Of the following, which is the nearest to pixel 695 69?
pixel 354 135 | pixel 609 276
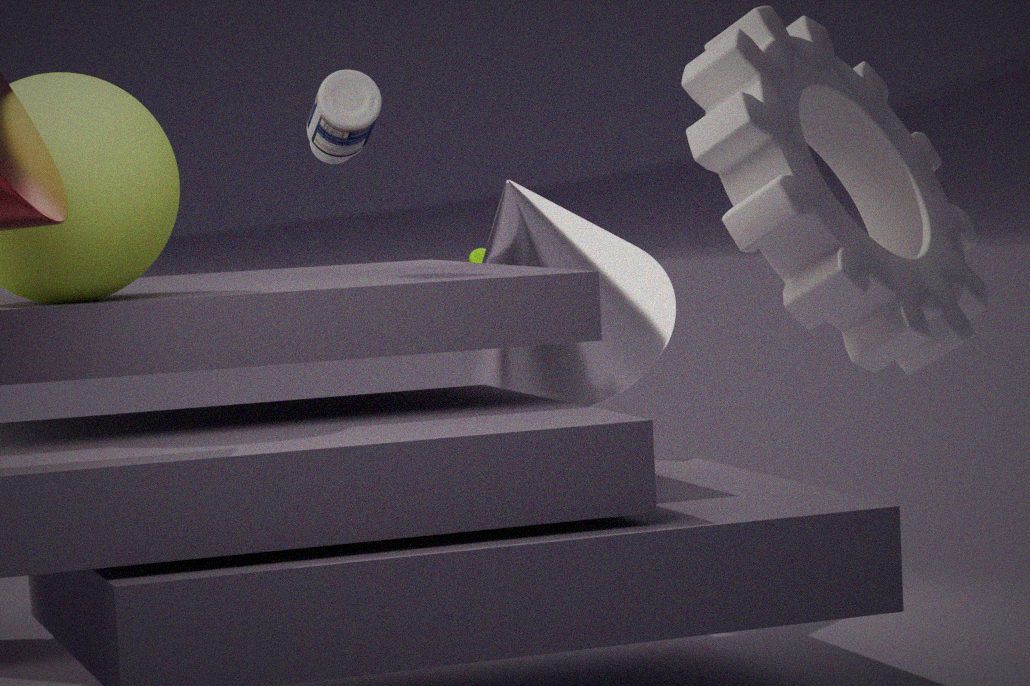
pixel 354 135
